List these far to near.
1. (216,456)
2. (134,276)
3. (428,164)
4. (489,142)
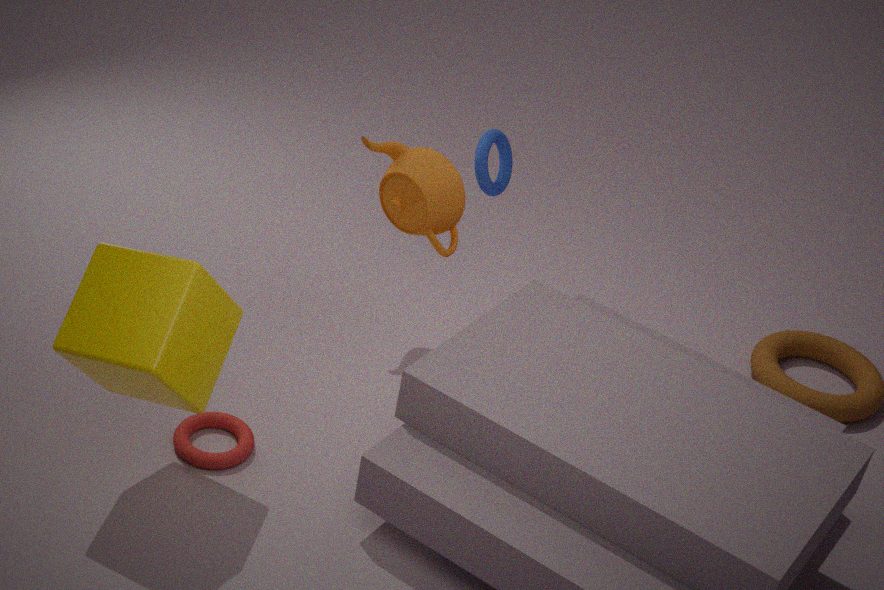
(489,142) < (428,164) < (216,456) < (134,276)
